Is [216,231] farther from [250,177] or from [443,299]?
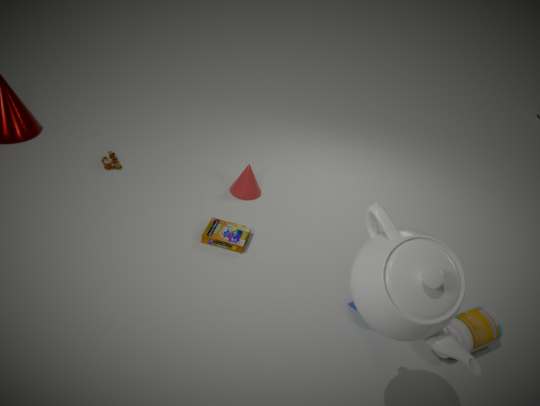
[443,299]
